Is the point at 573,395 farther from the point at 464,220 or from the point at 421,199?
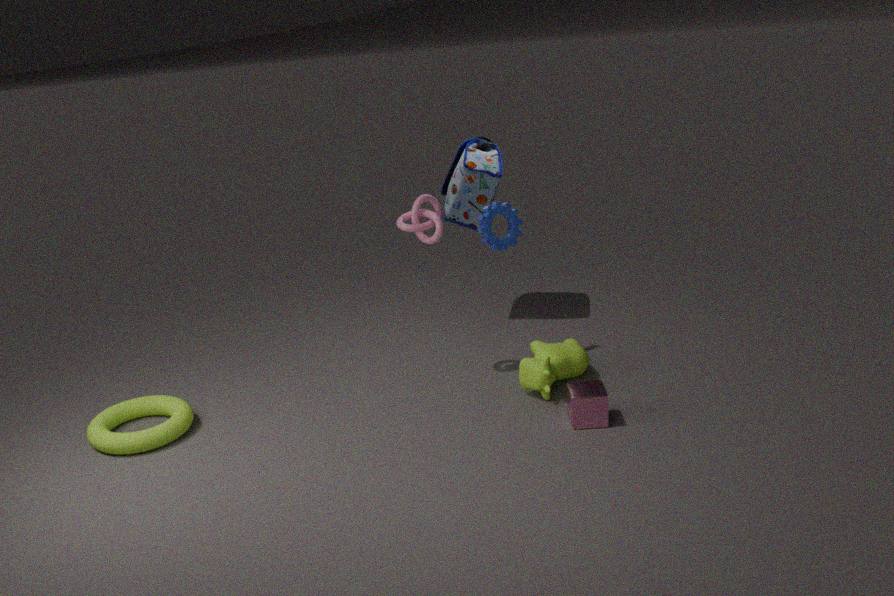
the point at 464,220
